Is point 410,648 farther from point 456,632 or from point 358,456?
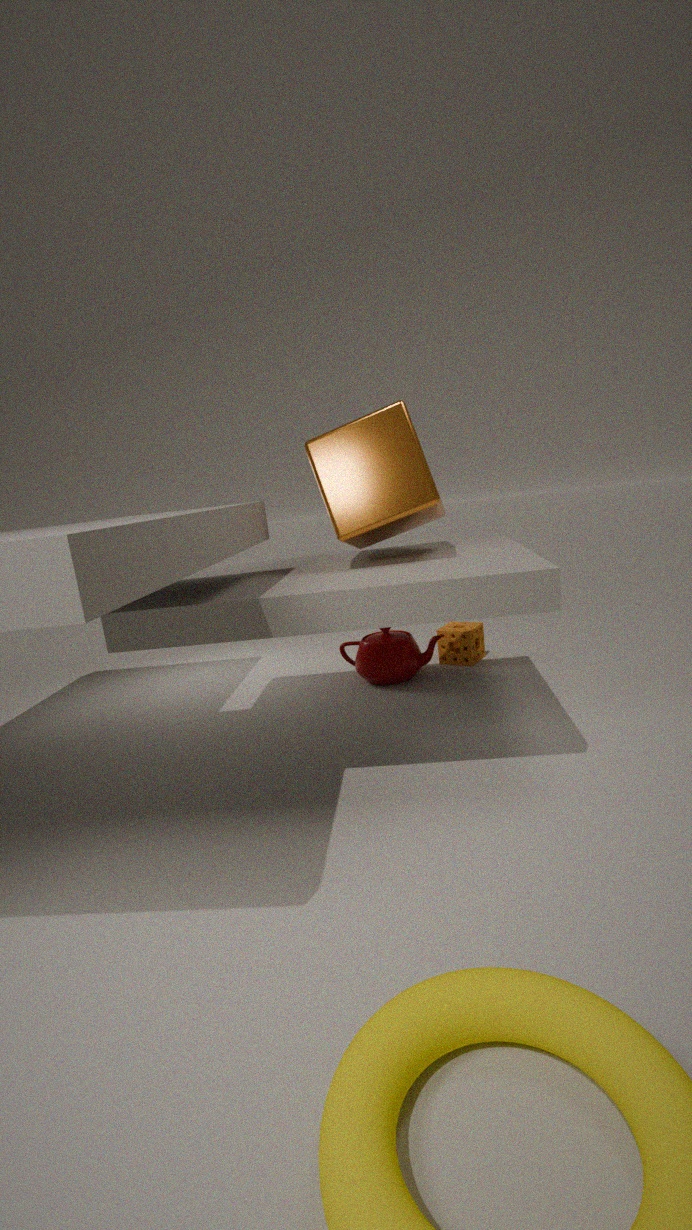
point 358,456
